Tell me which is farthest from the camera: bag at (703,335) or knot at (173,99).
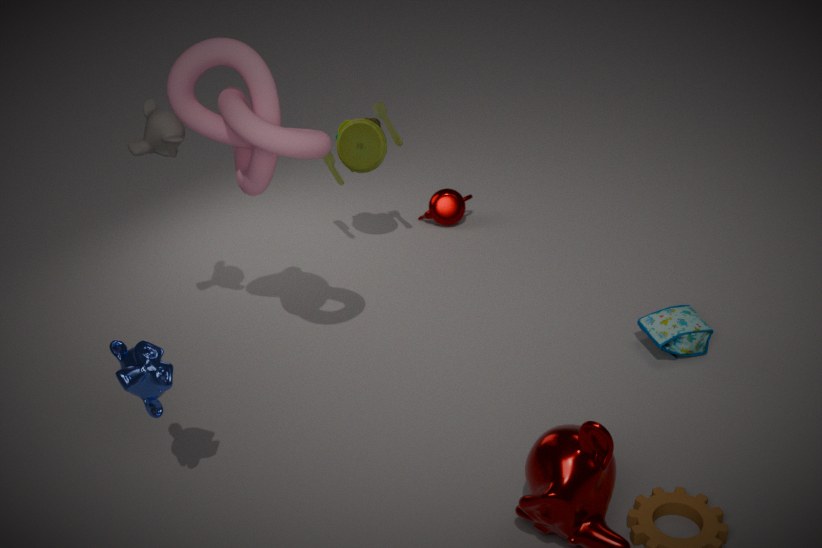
bag at (703,335)
